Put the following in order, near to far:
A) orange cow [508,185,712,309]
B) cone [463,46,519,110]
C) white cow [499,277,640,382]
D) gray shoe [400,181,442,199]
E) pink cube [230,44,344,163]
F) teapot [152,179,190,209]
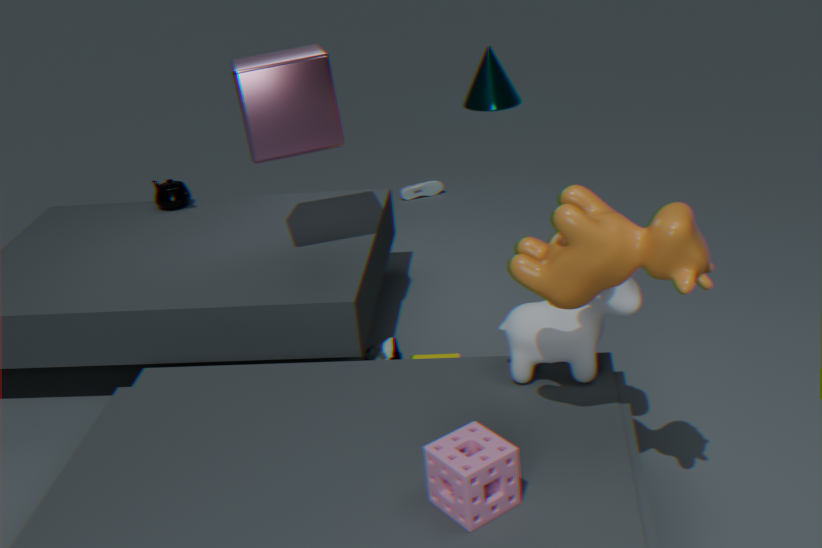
orange cow [508,185,712,309] < white cow [499,277,640,382] < pink cube [230,44,344,163] < teapot [152,179,190,209] < gray shoe [400,181,442,199] < cone [463,46,519,110]
